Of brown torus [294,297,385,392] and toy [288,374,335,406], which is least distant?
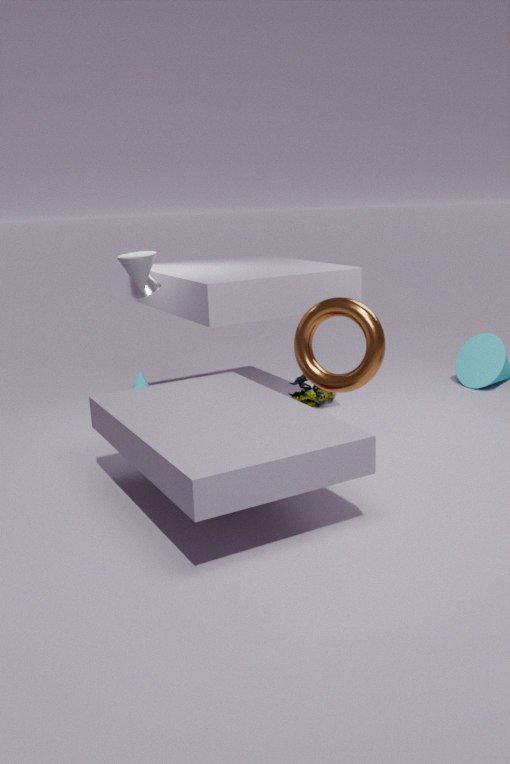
brown torus [294,297,385,392]
